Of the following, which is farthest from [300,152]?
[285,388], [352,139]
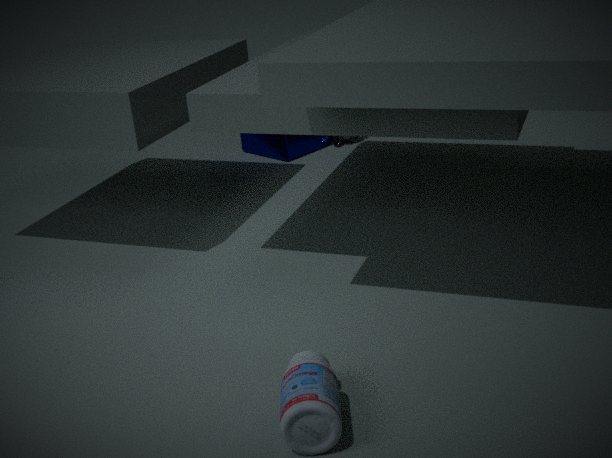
[285,388]
